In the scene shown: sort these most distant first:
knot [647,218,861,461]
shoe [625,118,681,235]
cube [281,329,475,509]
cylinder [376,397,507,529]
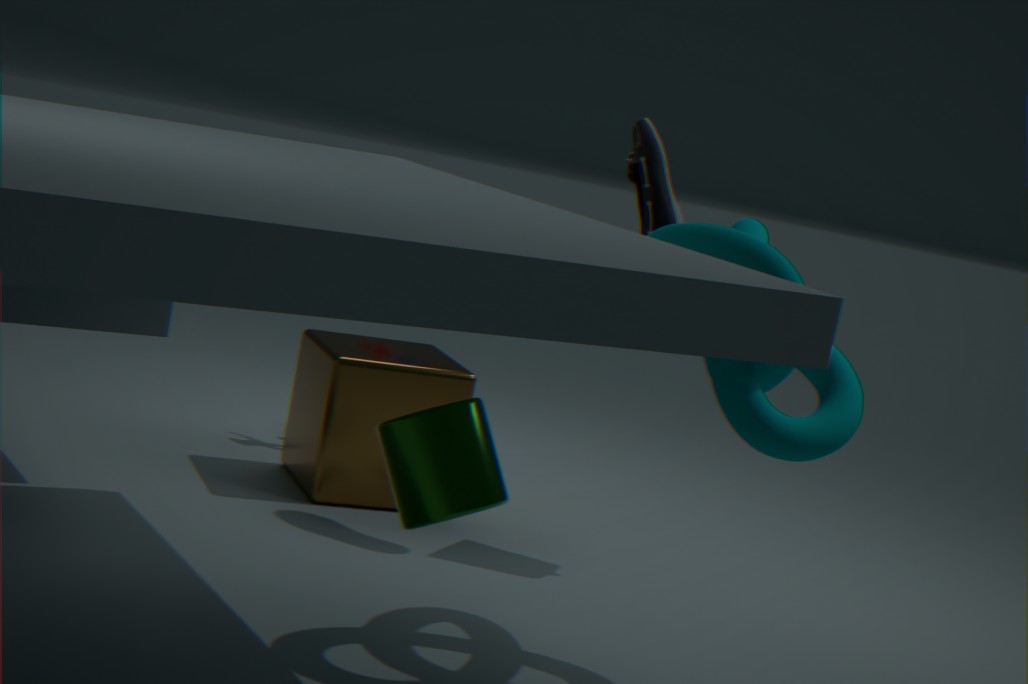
cube [281,329,475,509] → shoe [625,118,681,235] → knot [647,218,861,461] → cylinder [376,397,507,529]
